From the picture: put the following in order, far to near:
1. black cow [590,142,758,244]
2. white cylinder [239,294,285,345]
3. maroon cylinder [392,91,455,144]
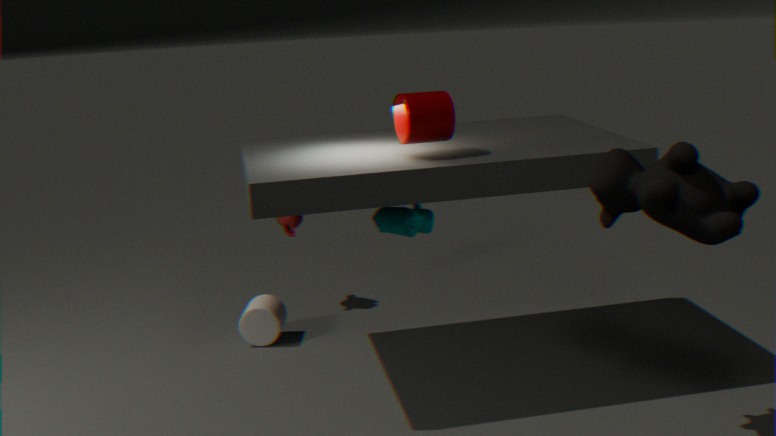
white cylinder [239,294,285,345] < maroon cylinder [392,91,455,144] < black cow [590,142,758,244]
